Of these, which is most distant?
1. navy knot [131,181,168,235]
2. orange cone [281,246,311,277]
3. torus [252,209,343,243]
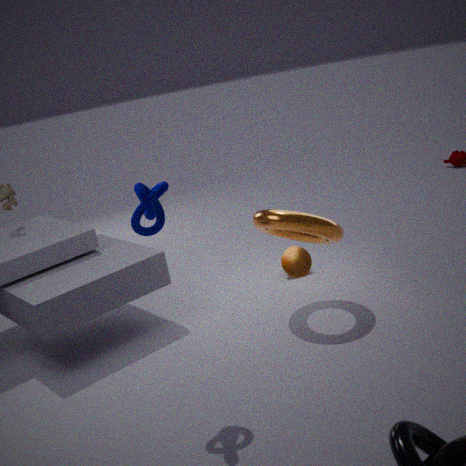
orange cone [281,246,311,277]
